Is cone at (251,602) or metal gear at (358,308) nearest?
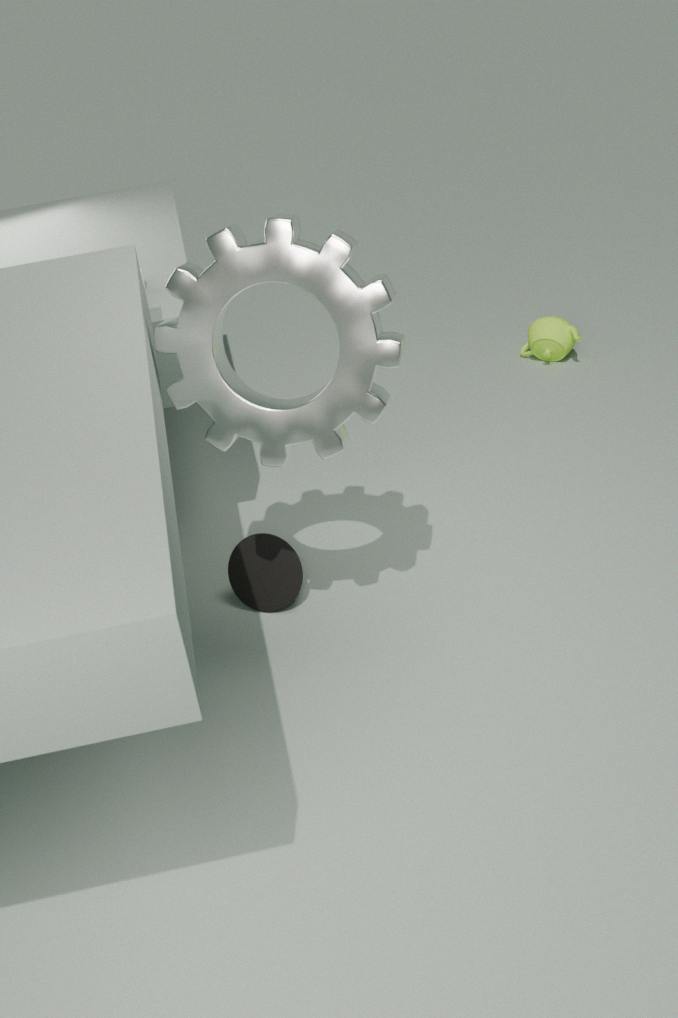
metal gear at (358,308)
